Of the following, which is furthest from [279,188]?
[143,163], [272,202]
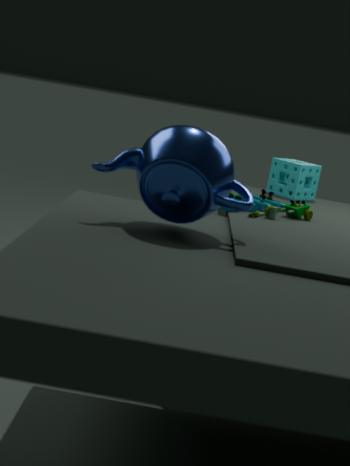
[143,163]
